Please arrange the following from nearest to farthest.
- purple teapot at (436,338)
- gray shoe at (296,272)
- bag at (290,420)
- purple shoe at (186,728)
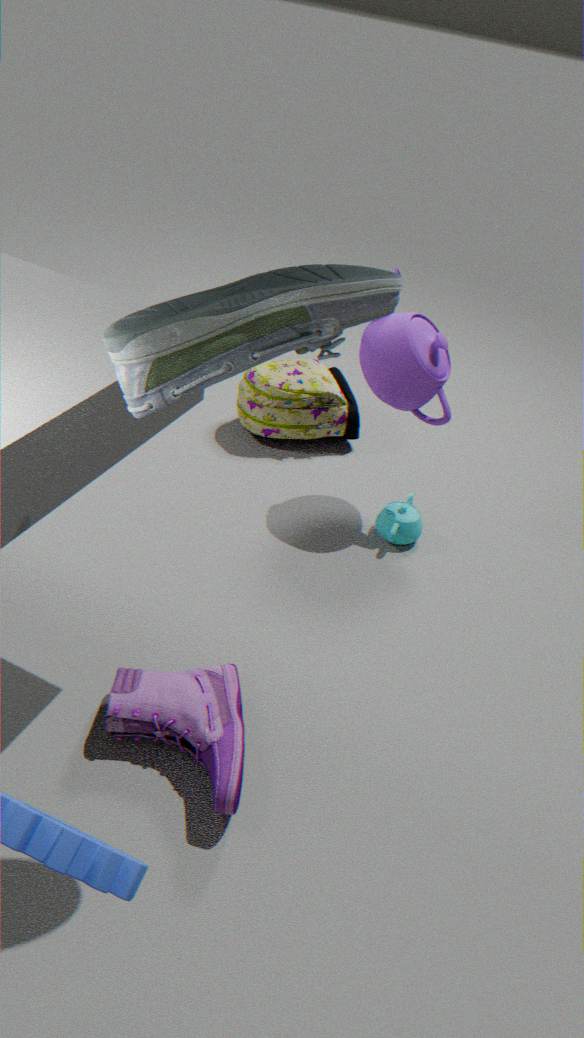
gray shoe at (296,272)
purple shoe at (186,728)
purple teapot at (436,338)
bag at (290,420)
